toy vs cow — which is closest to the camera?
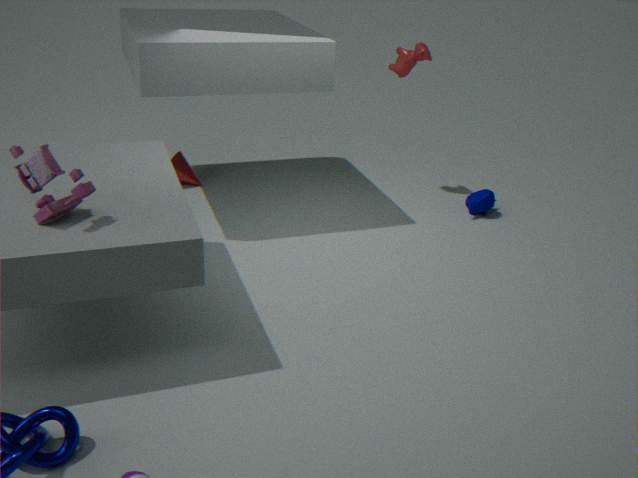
toy
